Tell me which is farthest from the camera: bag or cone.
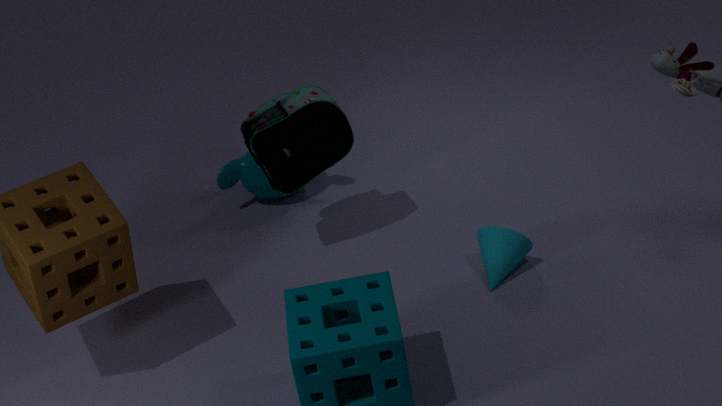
bag
